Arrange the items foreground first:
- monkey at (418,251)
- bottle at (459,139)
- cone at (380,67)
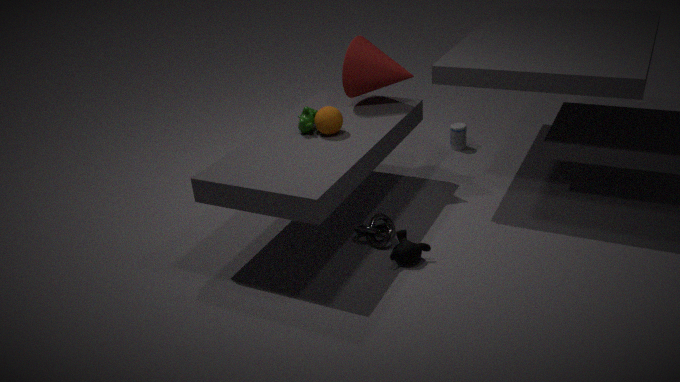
monkey at (418,251) < cone at (380,67) < bottle at (459,139)
